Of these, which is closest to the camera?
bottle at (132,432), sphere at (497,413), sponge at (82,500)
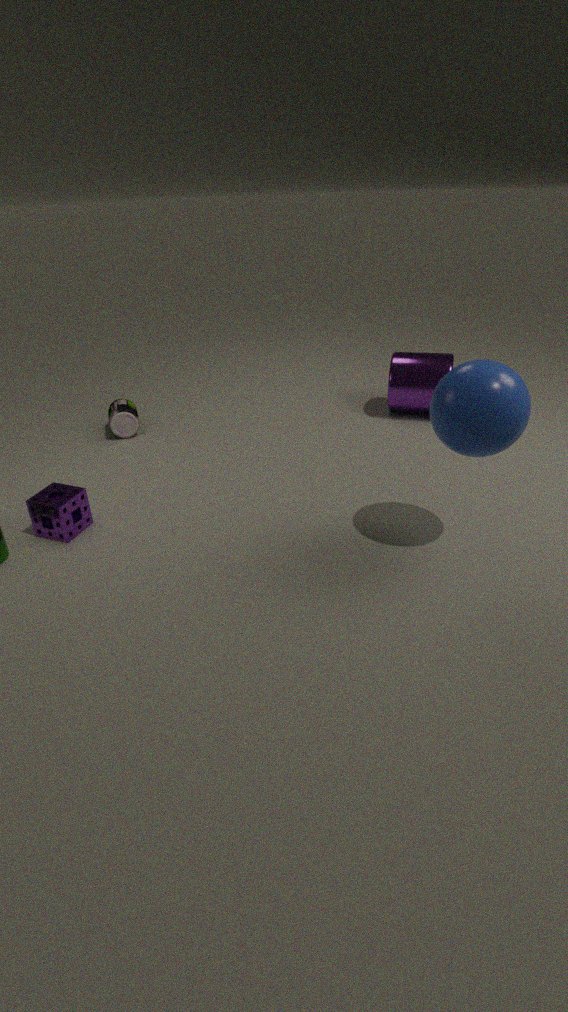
sphere at (497,413)
